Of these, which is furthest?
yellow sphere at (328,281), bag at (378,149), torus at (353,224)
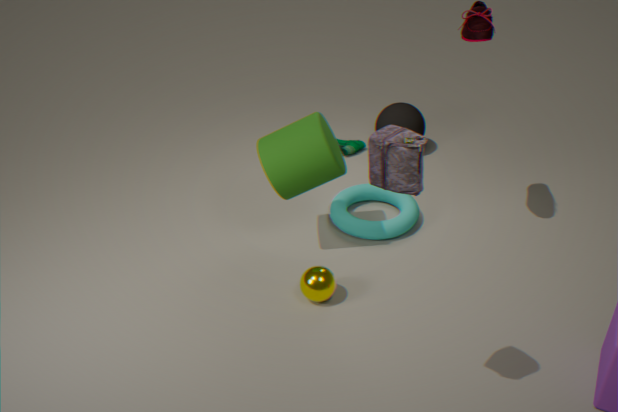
torus at (353,224)
